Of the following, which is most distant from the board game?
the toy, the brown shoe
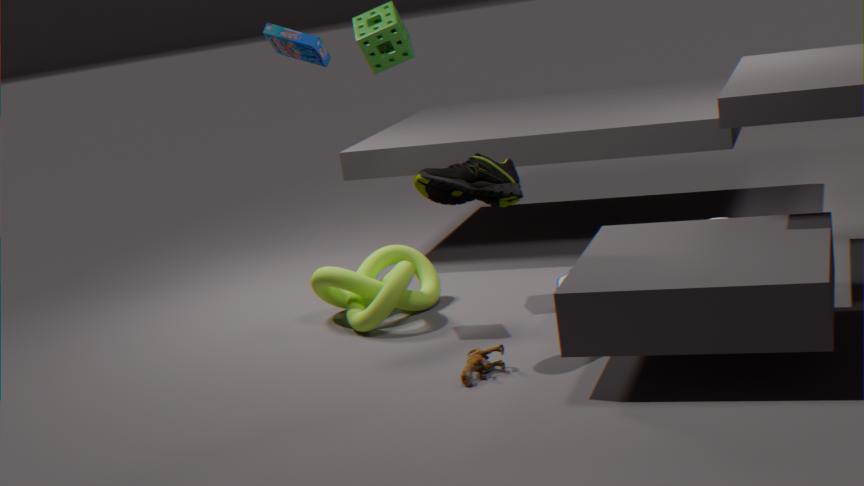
the toy
